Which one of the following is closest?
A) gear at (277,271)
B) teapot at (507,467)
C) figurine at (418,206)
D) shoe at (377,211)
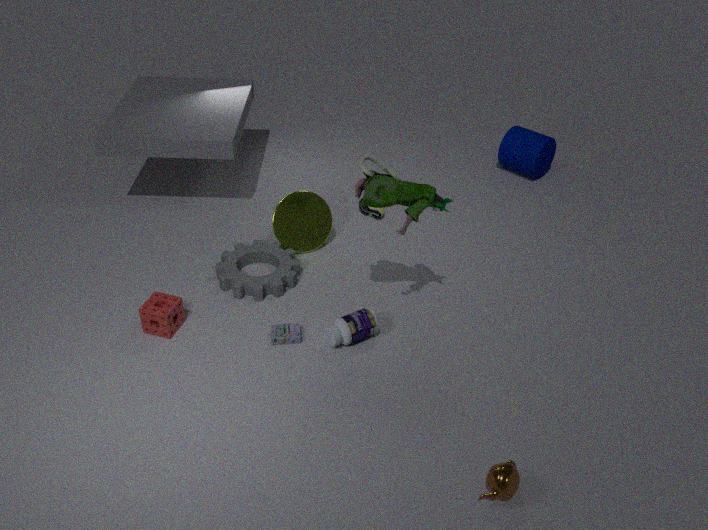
teapot at (507,467)
